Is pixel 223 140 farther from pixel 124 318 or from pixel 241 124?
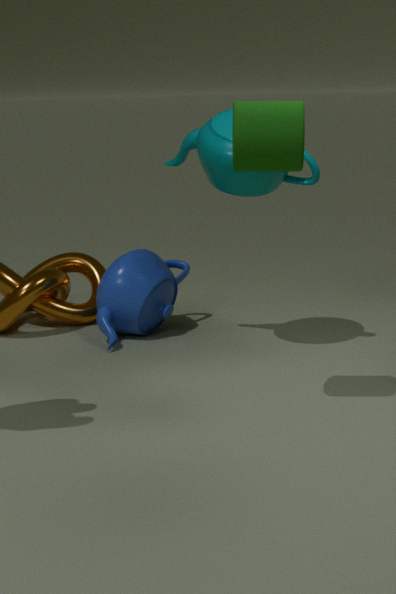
pixel 124 318
